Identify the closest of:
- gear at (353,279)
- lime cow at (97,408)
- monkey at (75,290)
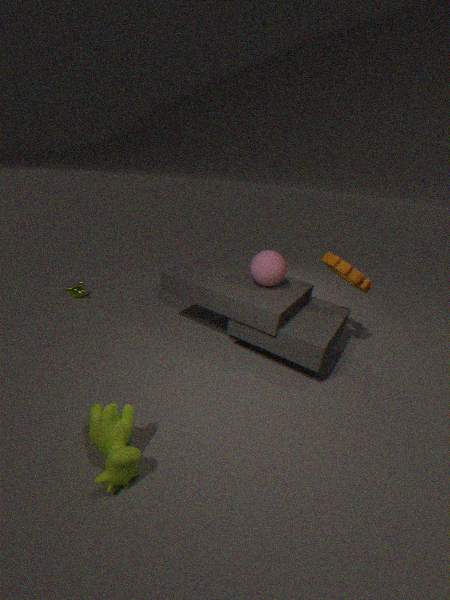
lime cow at (97,408)
